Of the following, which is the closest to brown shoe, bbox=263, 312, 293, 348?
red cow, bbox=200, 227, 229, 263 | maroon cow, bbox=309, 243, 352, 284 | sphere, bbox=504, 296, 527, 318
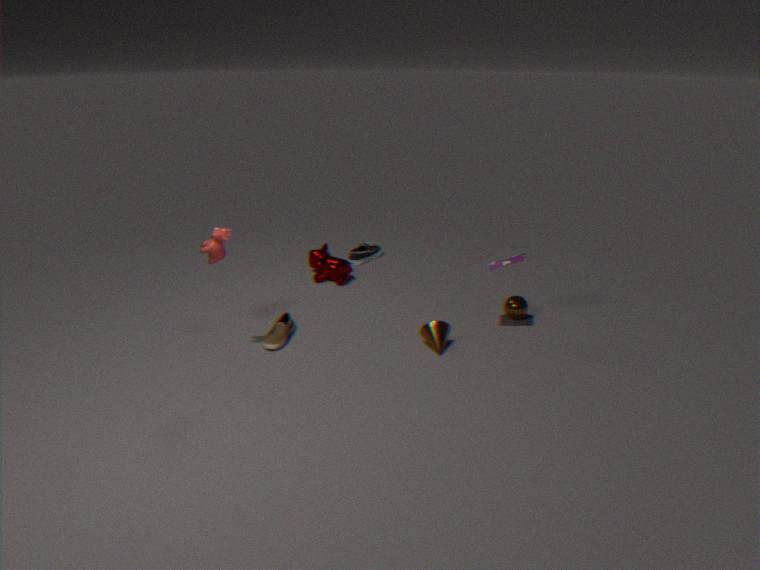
red cow, bbox=200, 227, 229, 263
